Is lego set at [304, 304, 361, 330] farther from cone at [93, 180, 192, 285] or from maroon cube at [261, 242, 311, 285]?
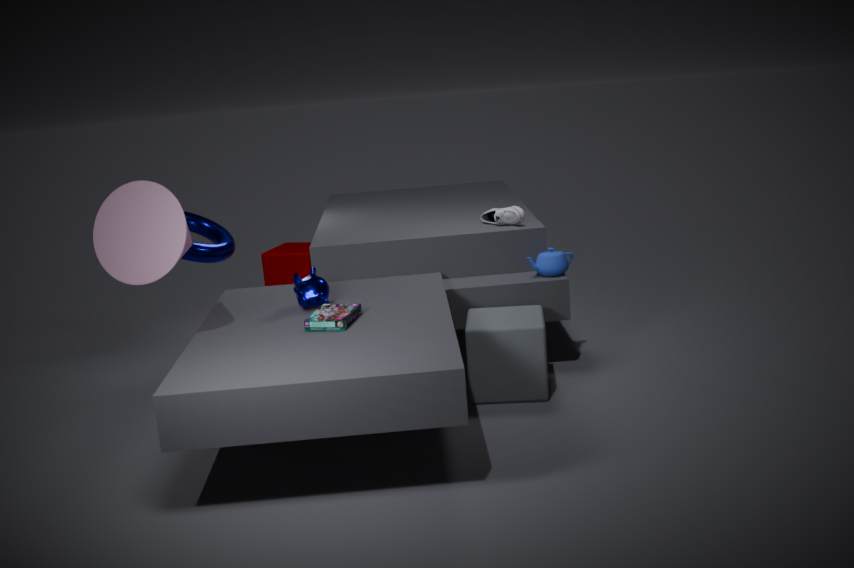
maroon cube at [261, 242, 311, 285]
